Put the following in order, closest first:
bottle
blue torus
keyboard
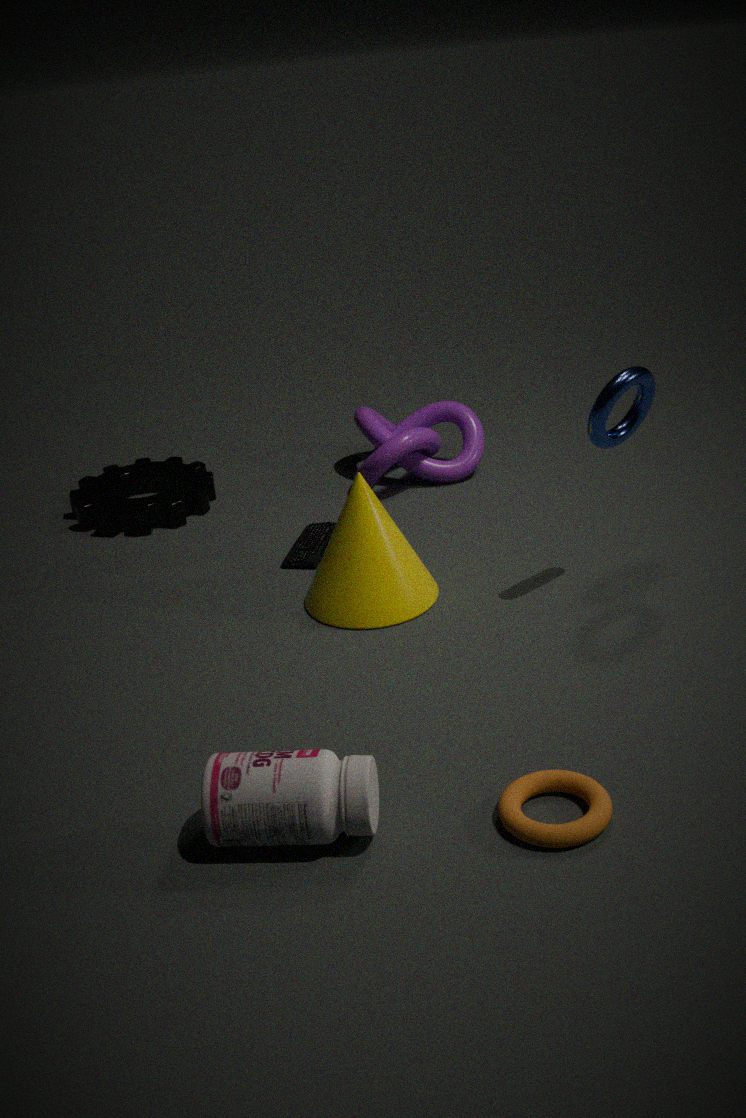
1. bottle
2. blue torus
3. keyboard
